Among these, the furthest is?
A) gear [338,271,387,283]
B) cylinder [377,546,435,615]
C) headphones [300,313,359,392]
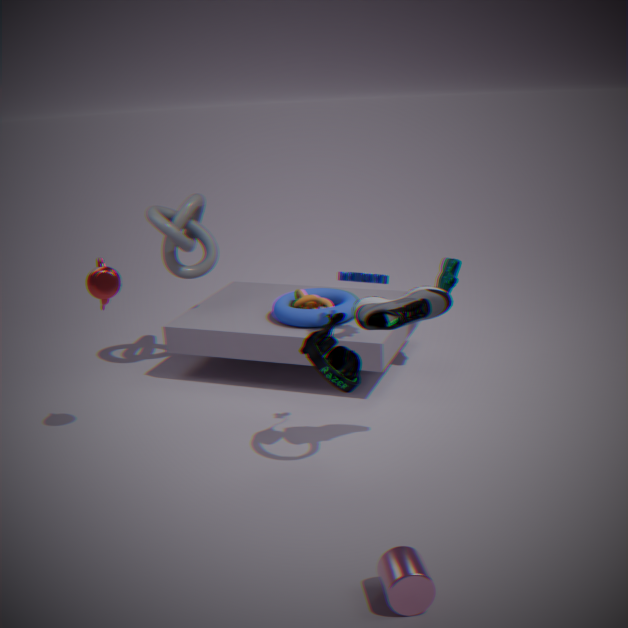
gear [338,271,387,283]
